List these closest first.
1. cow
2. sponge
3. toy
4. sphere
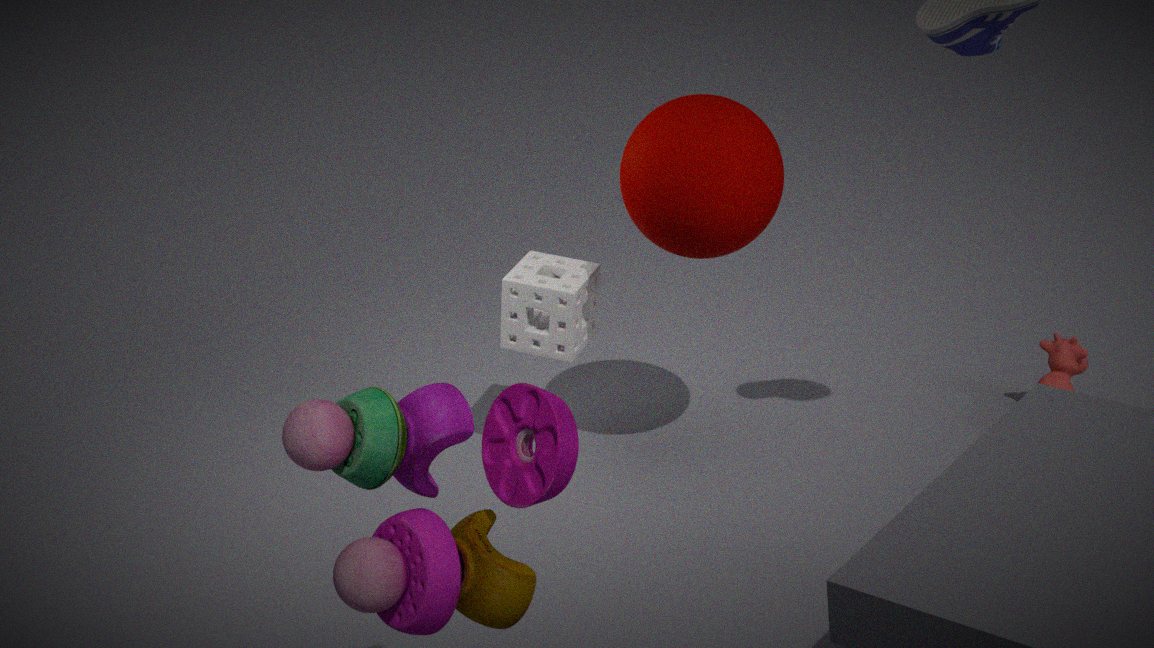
toy < sphere < sponge < cow
